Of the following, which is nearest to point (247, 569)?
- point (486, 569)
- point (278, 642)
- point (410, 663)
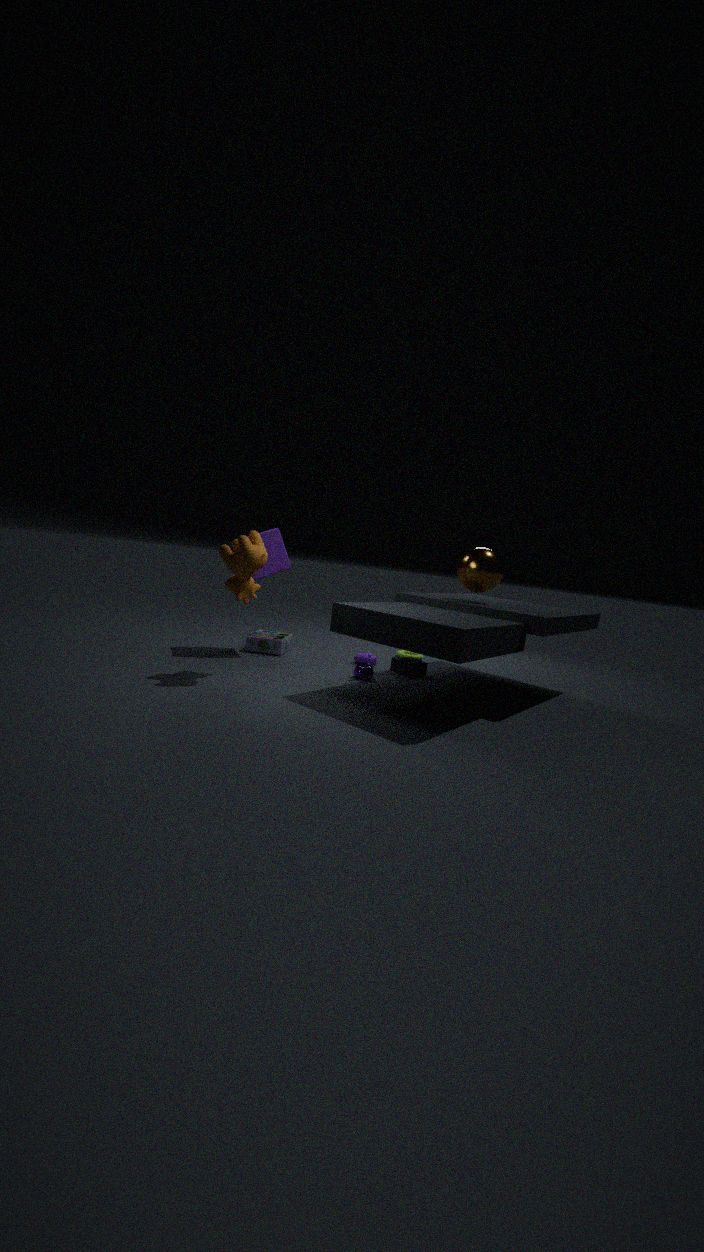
point (278, 642)
